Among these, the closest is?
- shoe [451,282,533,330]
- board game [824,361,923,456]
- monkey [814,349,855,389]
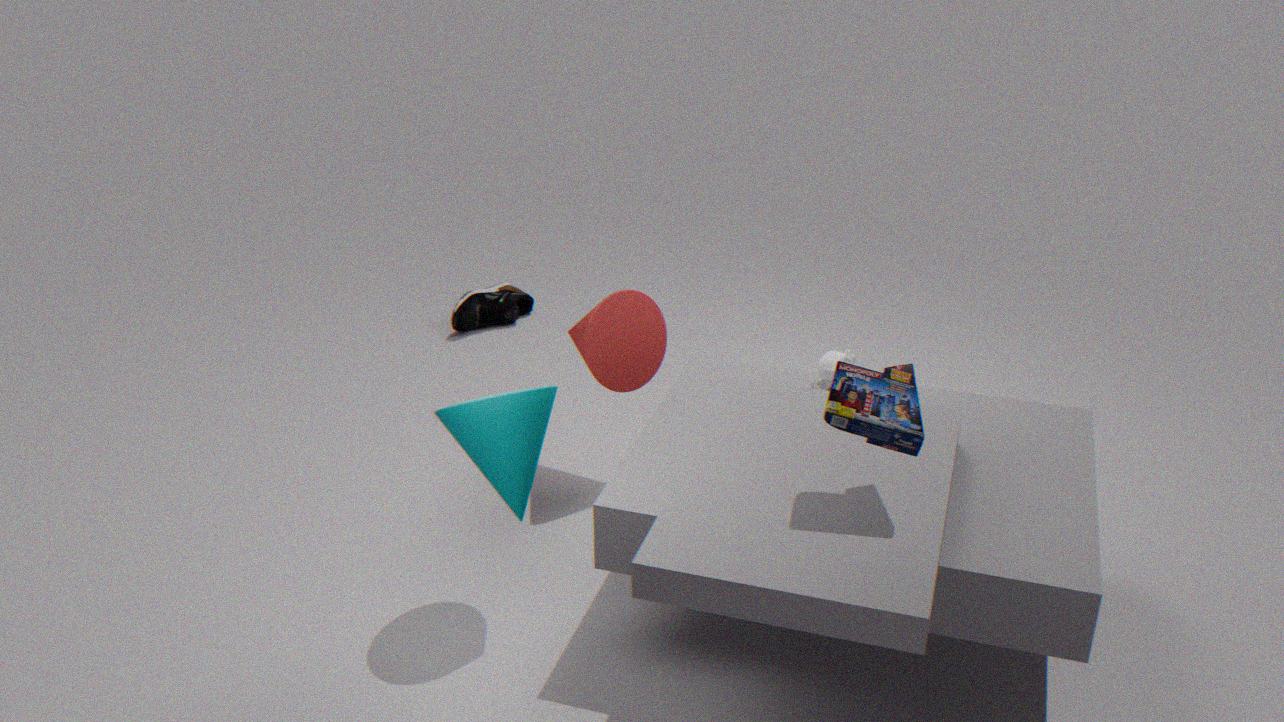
board game [824,361,923,456]
